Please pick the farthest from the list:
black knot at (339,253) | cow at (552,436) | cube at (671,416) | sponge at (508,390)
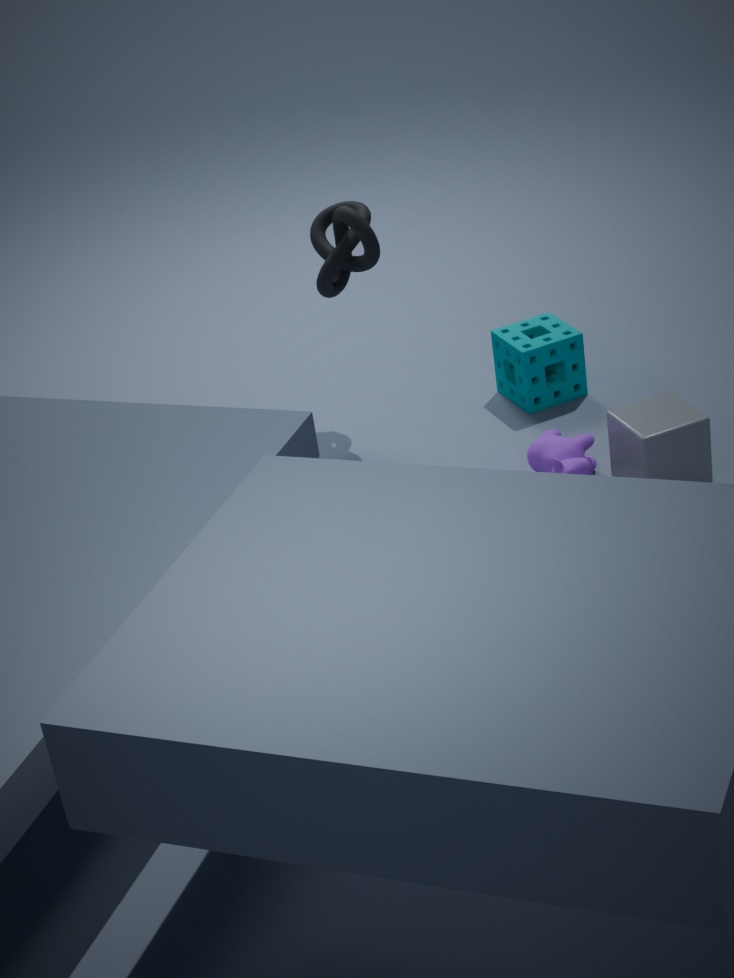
sponge at (508,390)
